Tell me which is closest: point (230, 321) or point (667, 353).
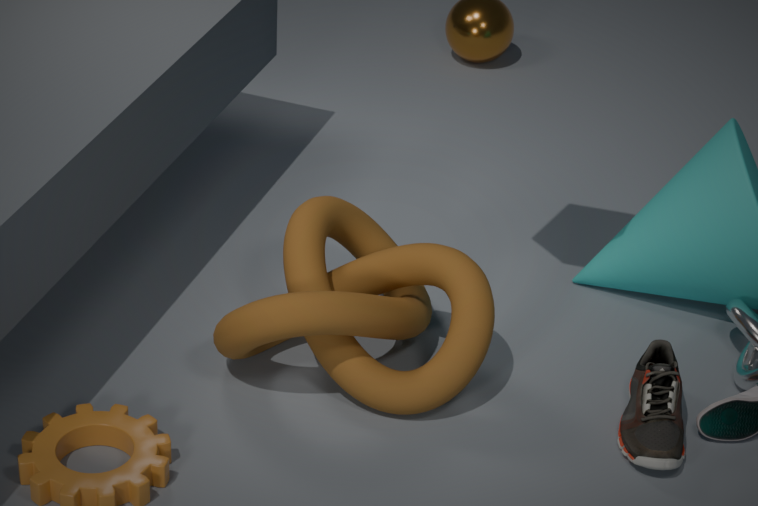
point (230, 321)
